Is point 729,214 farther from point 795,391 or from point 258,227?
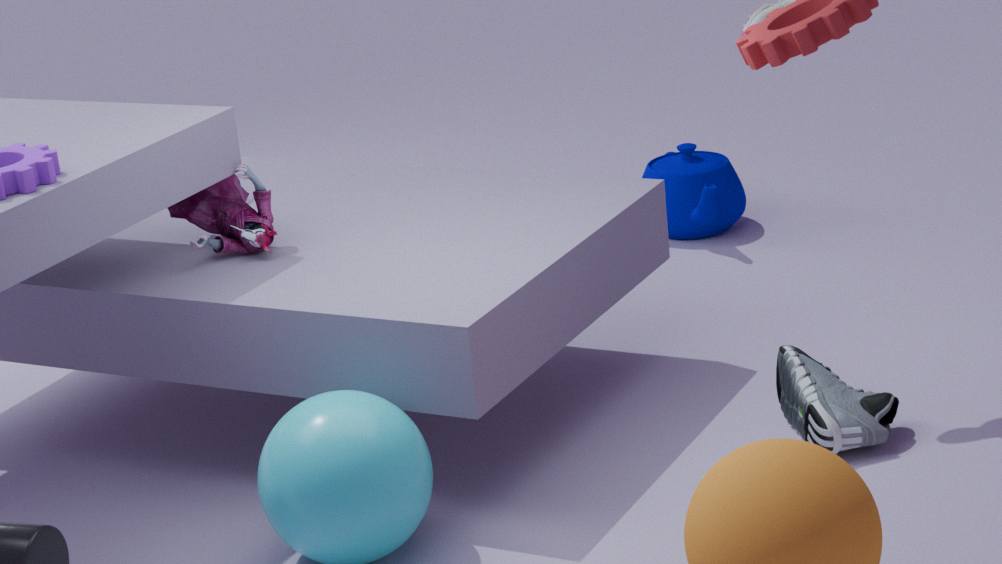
point 258,227
